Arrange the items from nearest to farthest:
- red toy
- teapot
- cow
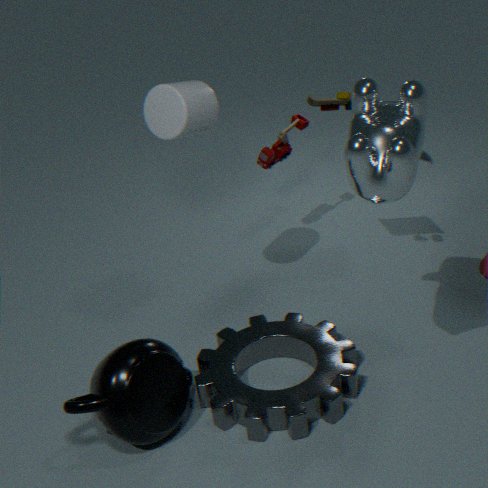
cow
teapot
red toy
